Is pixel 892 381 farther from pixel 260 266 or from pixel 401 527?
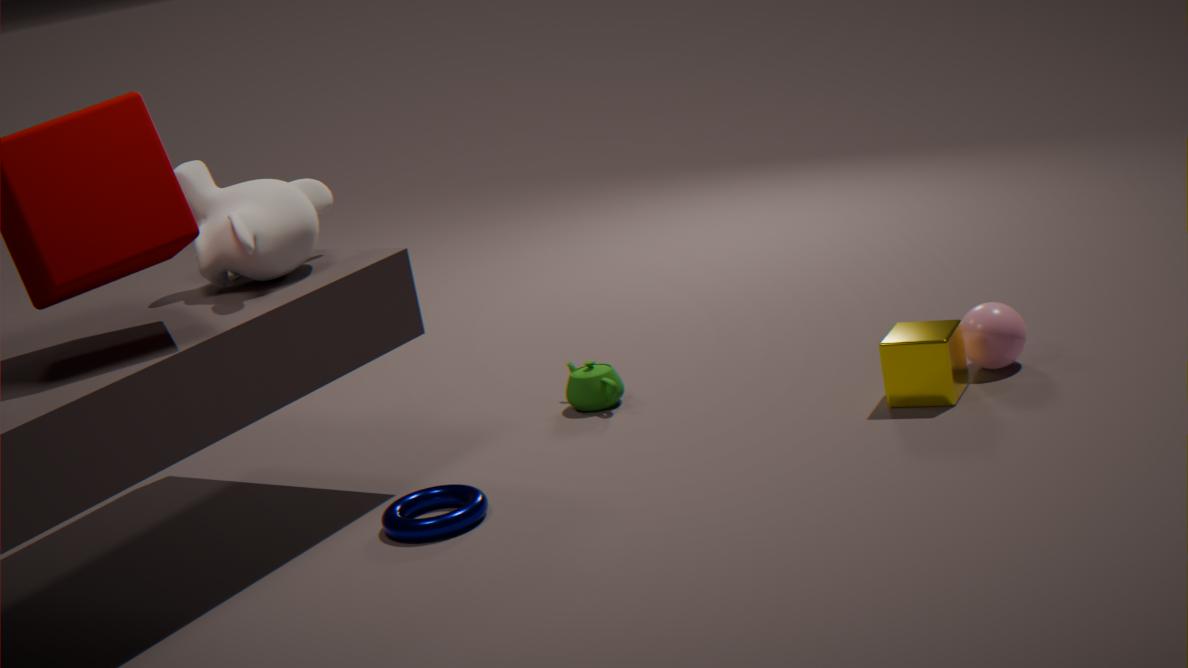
pixel 260 266
